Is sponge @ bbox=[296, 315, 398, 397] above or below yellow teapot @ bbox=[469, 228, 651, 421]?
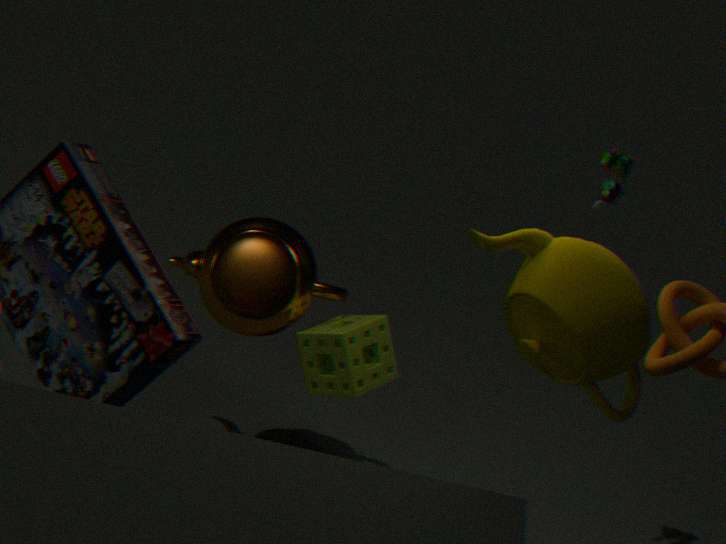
below
